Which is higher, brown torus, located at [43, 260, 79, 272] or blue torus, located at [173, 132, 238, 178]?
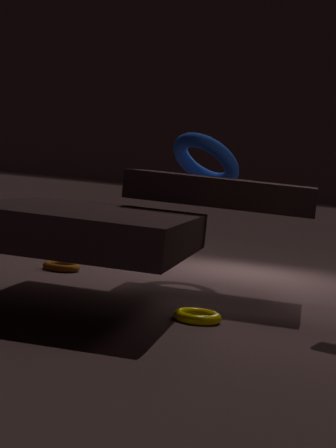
blue torus, located at [173, 132, 238, 178]
